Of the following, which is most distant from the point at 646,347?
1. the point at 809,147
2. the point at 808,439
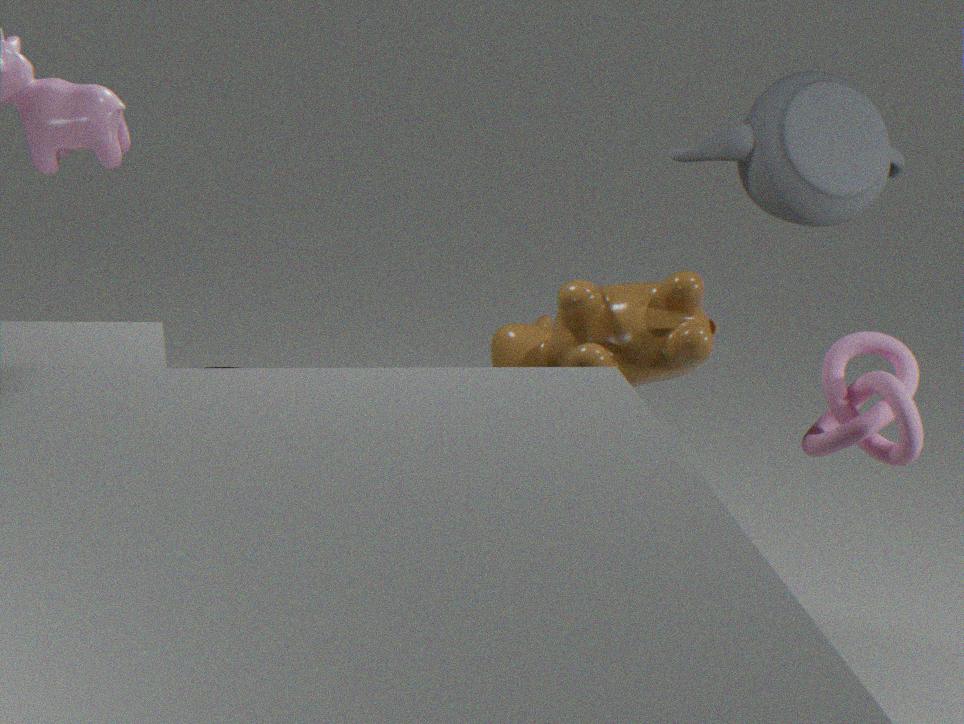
the point at 809,147
